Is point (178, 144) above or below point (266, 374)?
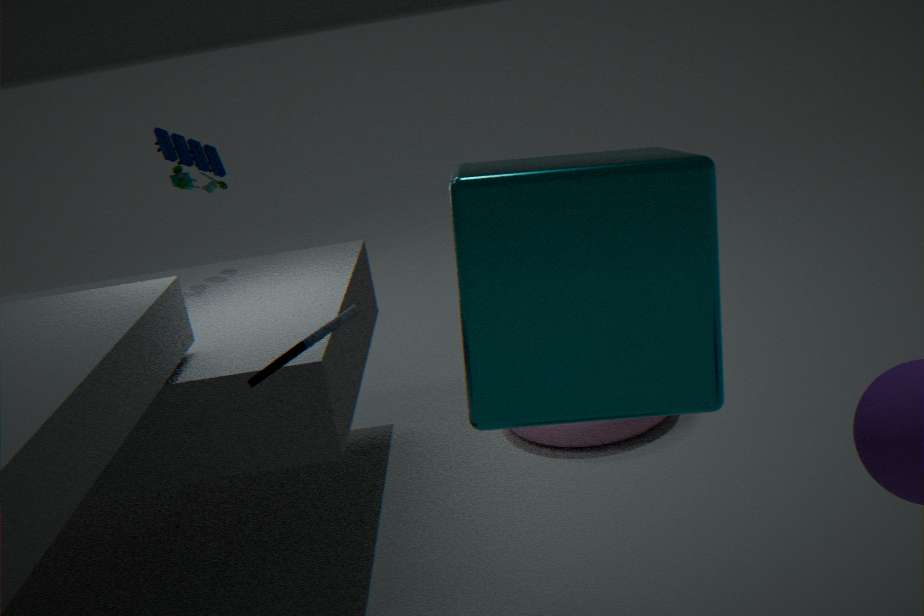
above
